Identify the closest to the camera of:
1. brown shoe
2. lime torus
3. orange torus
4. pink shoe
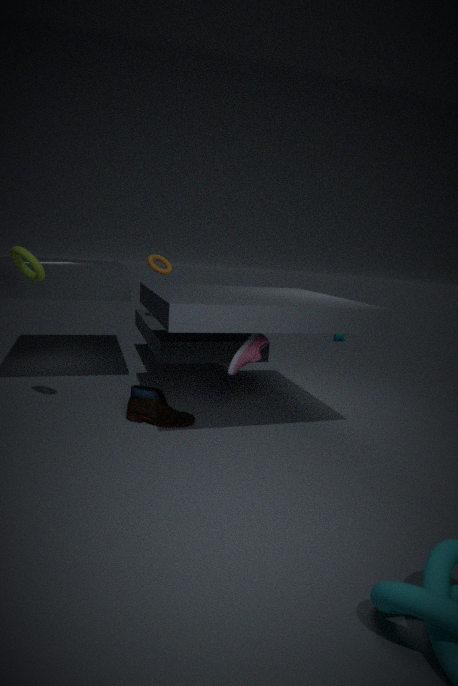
lime torus
